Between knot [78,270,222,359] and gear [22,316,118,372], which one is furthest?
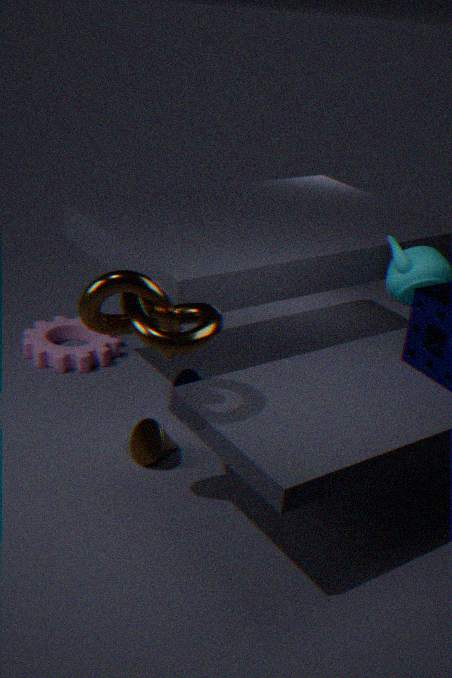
gear [22,316,118,372]
